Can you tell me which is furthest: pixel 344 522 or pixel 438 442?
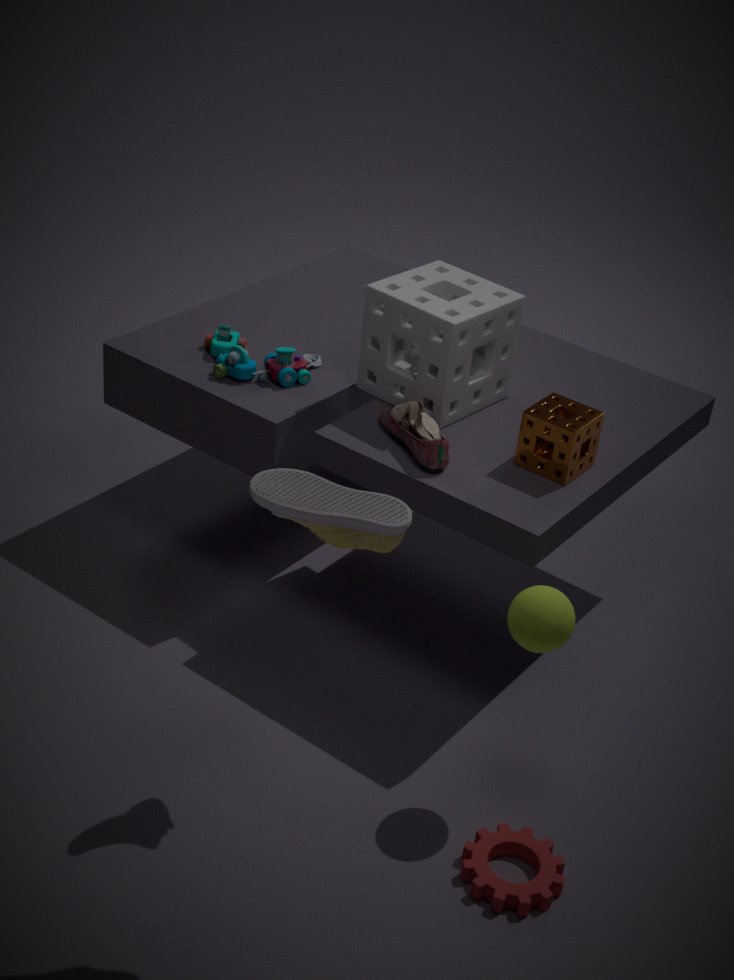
pixel 438 442
